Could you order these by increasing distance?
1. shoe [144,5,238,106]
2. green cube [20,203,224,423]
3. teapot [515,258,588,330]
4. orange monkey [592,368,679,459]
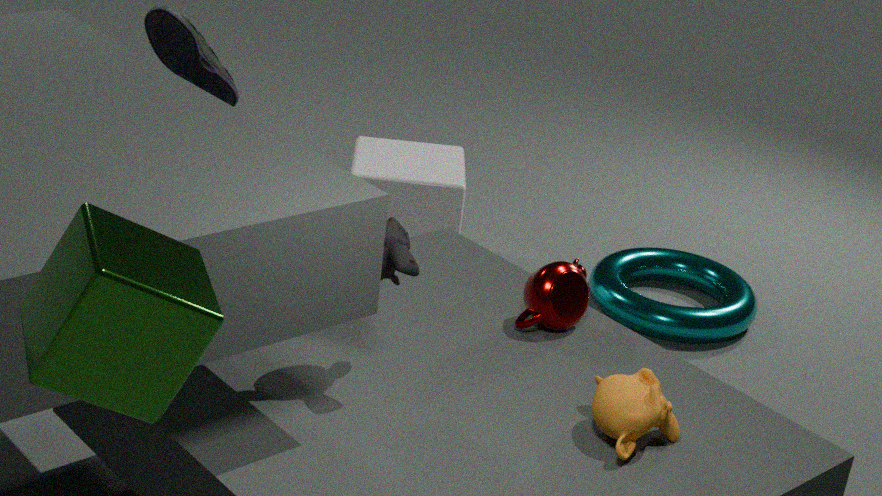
green cube [20,203,224,423] → orange monkey [592,368,679,459] → teapot [515,258,588,330] → shoe [144,5,238,106]
